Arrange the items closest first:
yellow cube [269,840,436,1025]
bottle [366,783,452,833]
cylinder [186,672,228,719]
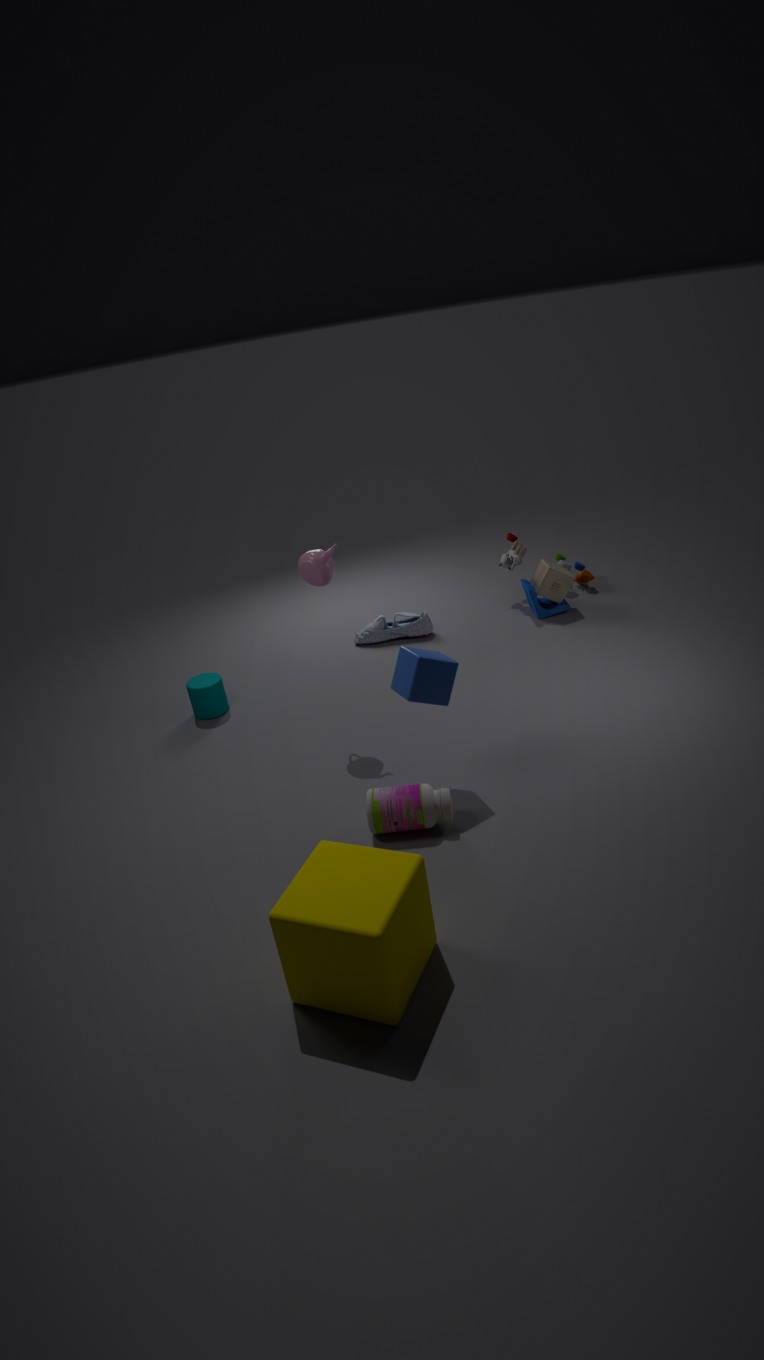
yellow cube [269,840,436,1025] < bottle [366,783,452,833] < cylinder [186,672,228,719]
